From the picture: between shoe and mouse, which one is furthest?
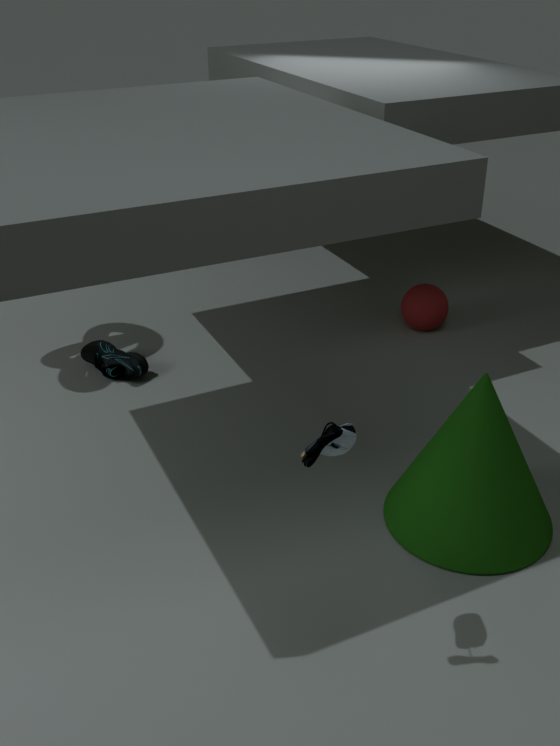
shoe
